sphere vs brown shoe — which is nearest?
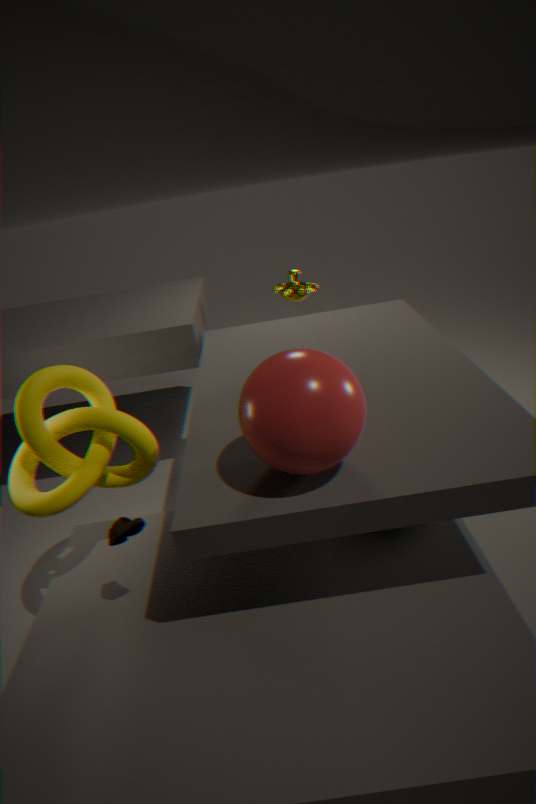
sphere
